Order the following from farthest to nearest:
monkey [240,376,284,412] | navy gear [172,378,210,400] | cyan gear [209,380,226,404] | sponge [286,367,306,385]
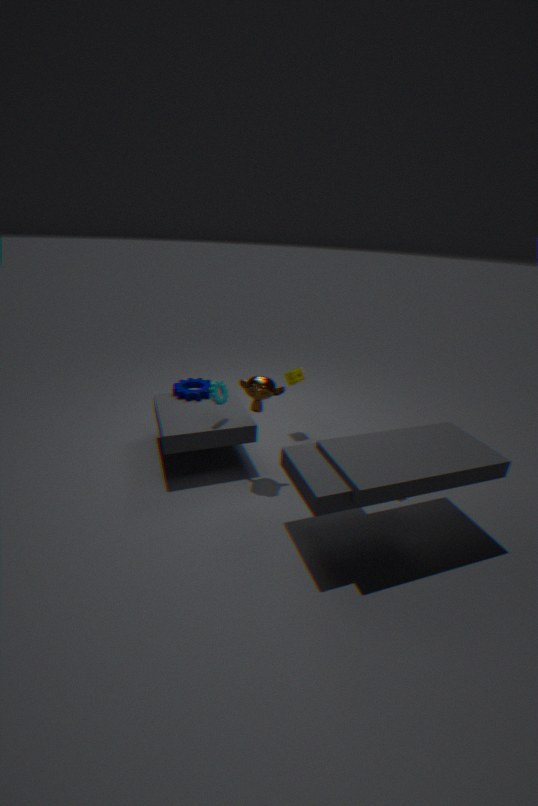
sponge [286,367,306,385], navy gear [172,378,210,400], cyan gear [209,380,226,404], monkey [240,376,284,412]
